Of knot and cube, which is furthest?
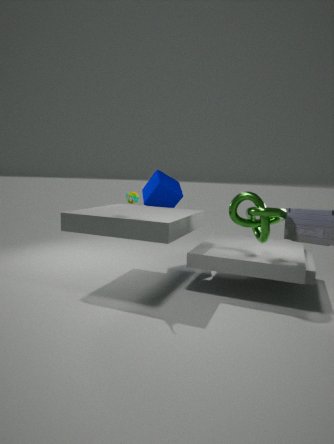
cube
